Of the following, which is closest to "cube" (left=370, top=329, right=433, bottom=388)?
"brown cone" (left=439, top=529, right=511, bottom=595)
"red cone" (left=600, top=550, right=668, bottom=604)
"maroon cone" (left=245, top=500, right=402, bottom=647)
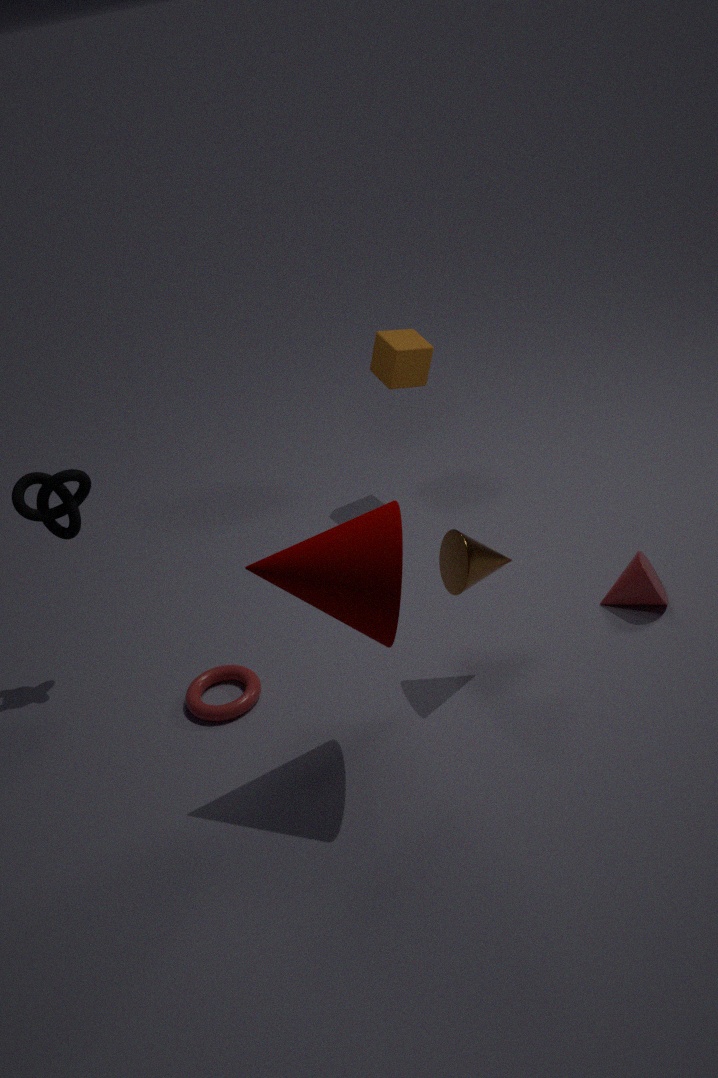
"brown cone" (left=439, top=529, right=511, bottom=595)
